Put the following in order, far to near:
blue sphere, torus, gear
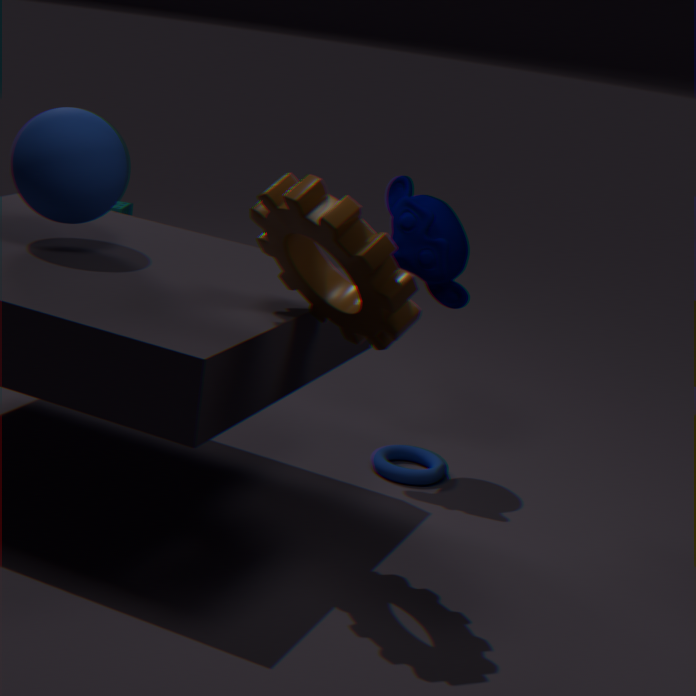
torus → blue sphere → gear
